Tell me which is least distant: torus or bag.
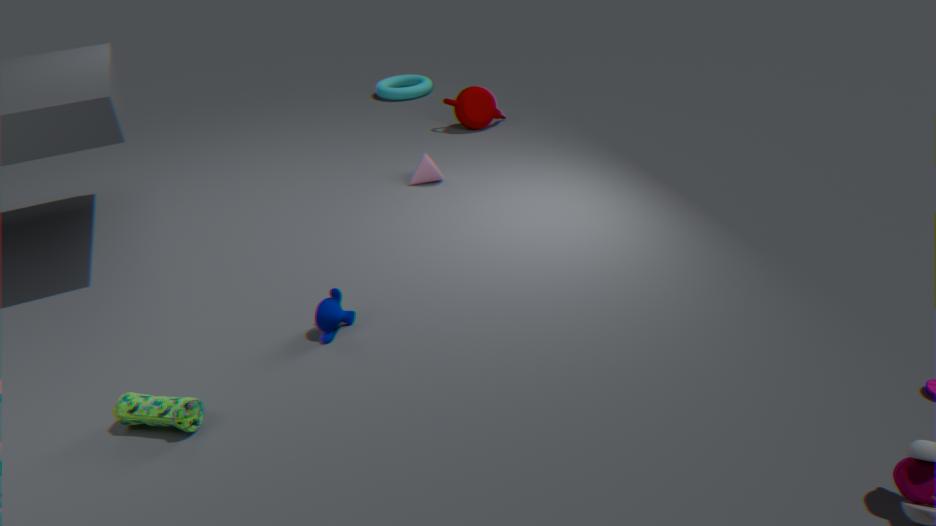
bag
